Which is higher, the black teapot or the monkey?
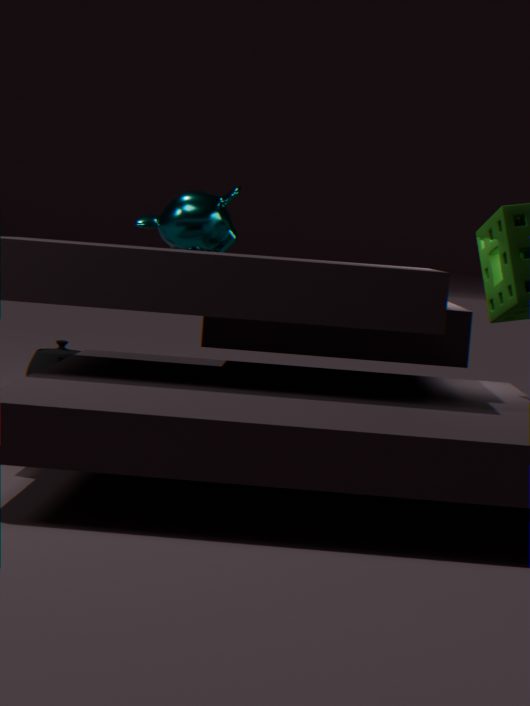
the monkey
